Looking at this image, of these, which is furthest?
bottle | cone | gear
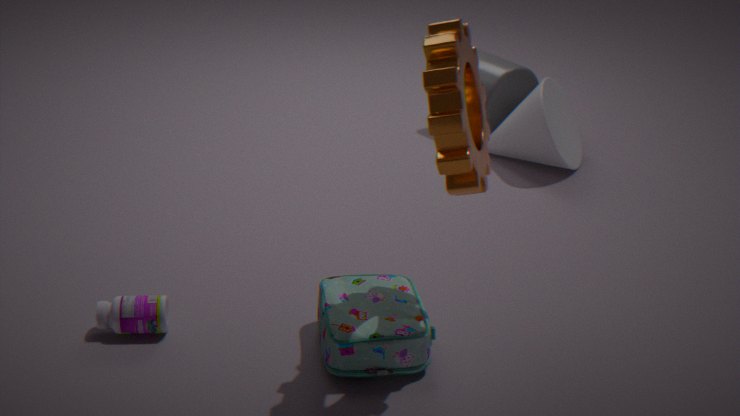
cone
